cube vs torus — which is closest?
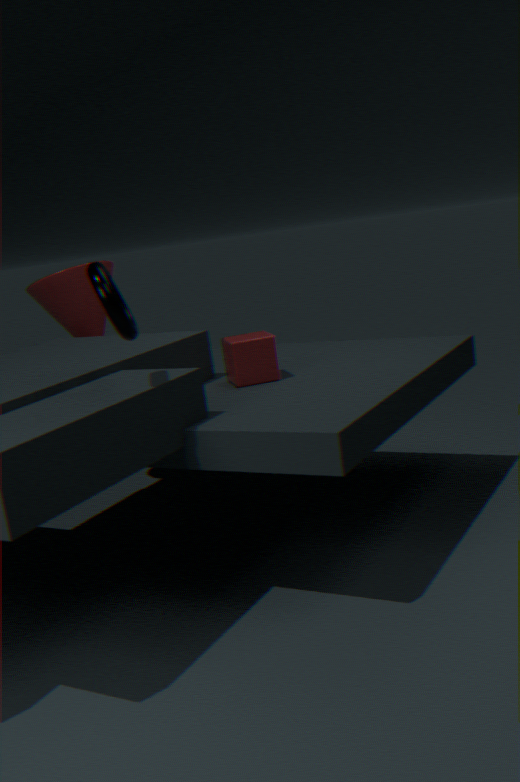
torus
